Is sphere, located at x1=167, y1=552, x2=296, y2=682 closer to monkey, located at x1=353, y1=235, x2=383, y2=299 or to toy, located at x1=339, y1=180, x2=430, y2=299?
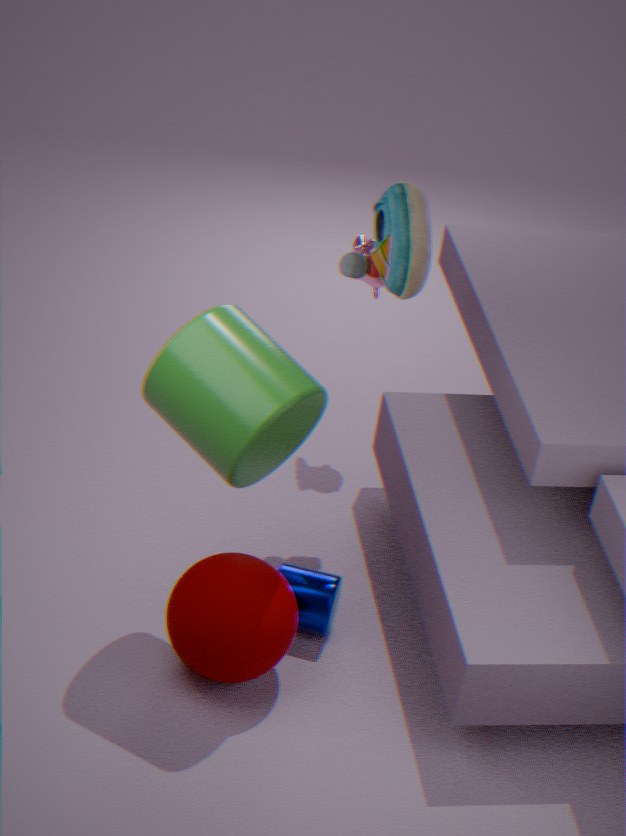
toy, located at x1=339, y1=180, x2=430, y2=299
